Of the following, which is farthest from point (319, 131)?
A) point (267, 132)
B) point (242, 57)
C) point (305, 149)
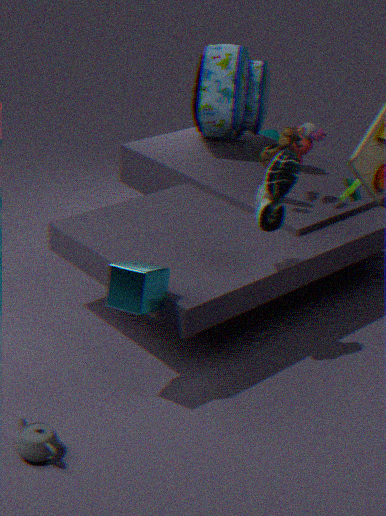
Answer: point (267, 132)
